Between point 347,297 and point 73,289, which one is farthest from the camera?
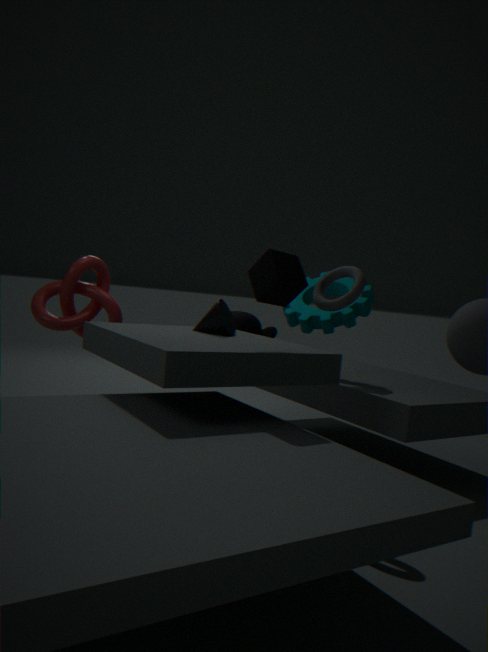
point 73,289
